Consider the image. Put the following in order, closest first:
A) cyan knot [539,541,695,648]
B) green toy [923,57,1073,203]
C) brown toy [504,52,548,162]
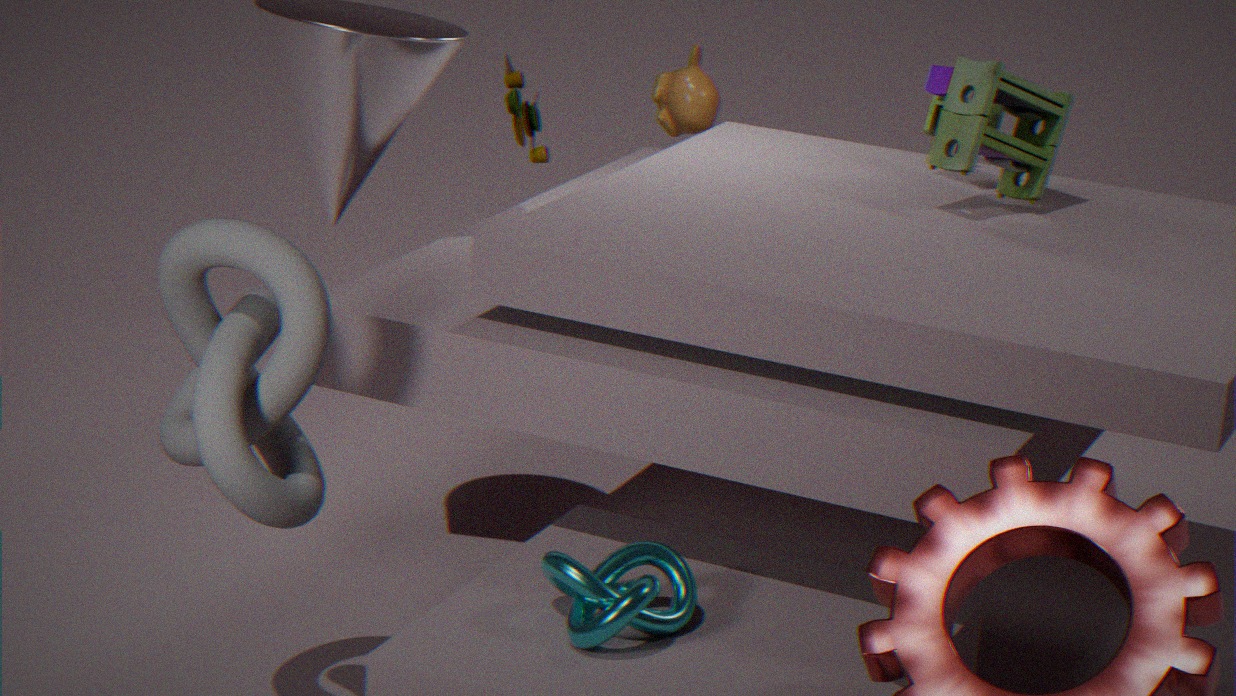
cyan knot [539,541,695,648], green toy [923,57,1073,203], brown toy [504,52,548,162]
